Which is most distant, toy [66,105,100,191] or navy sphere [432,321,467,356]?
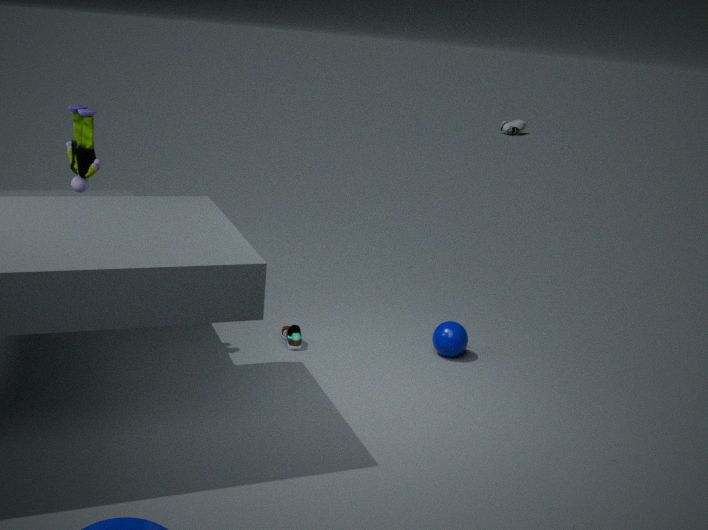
navy sphere [432,321,467,356]
